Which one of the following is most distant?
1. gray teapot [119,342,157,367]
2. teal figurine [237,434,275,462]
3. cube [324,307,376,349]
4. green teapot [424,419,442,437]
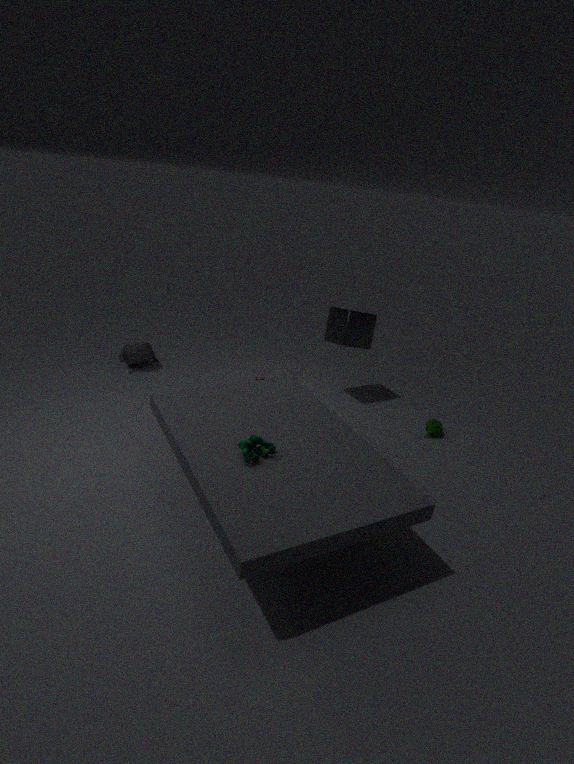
gray teapot [119,342,157,367]
